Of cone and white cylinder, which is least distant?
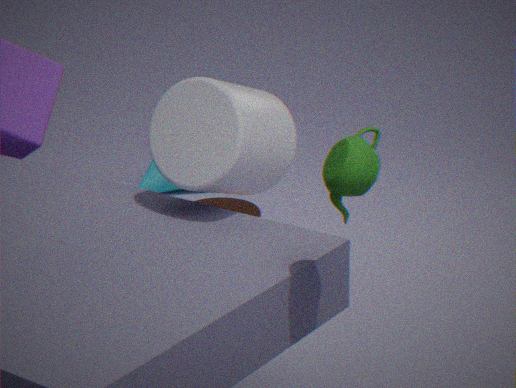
white cylinder
